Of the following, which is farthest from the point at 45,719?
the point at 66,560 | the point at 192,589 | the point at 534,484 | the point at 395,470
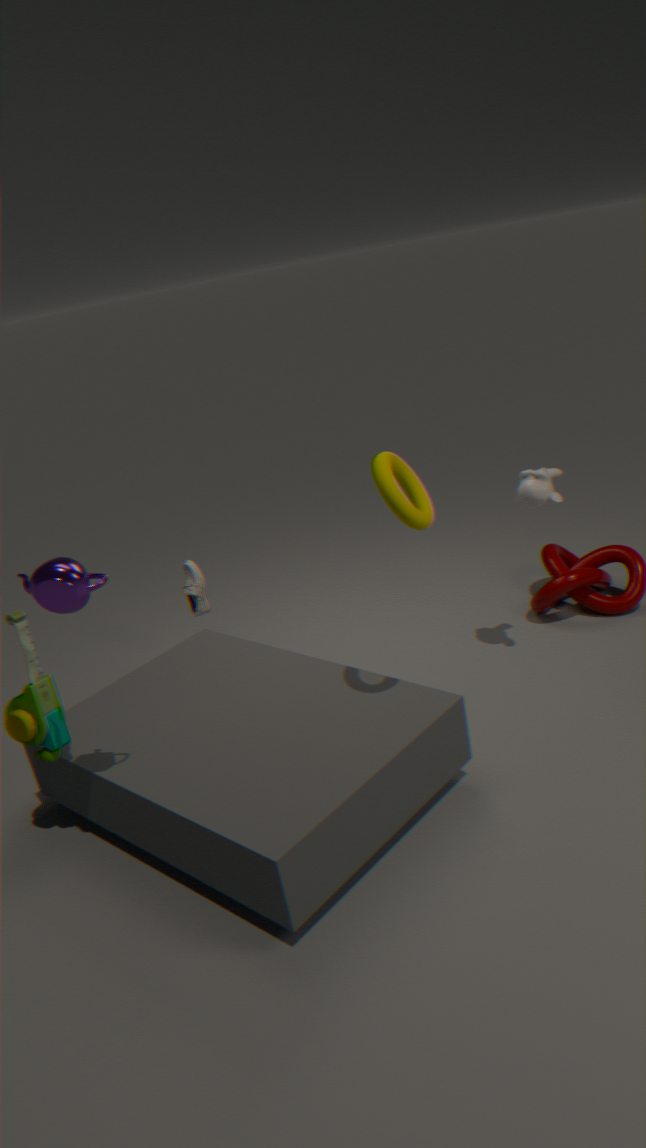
the point at 534,484
